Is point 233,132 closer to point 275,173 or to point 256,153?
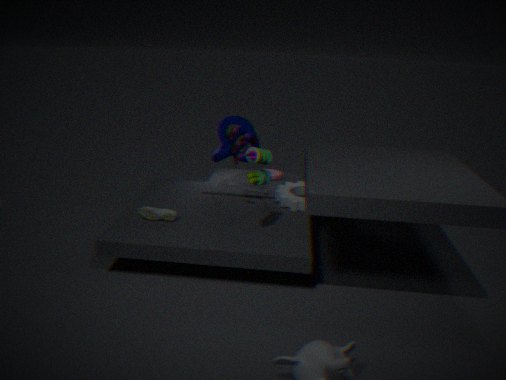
point 256,153
